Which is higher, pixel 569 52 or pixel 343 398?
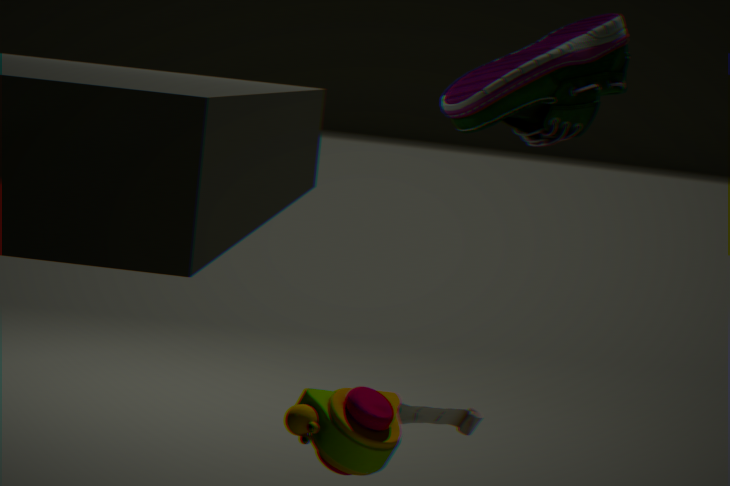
pixel 569 52
